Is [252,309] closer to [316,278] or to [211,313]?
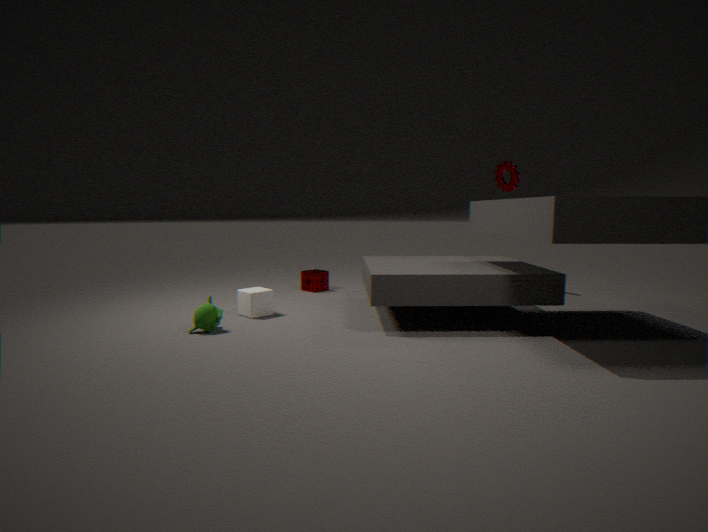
→ [211,313]
